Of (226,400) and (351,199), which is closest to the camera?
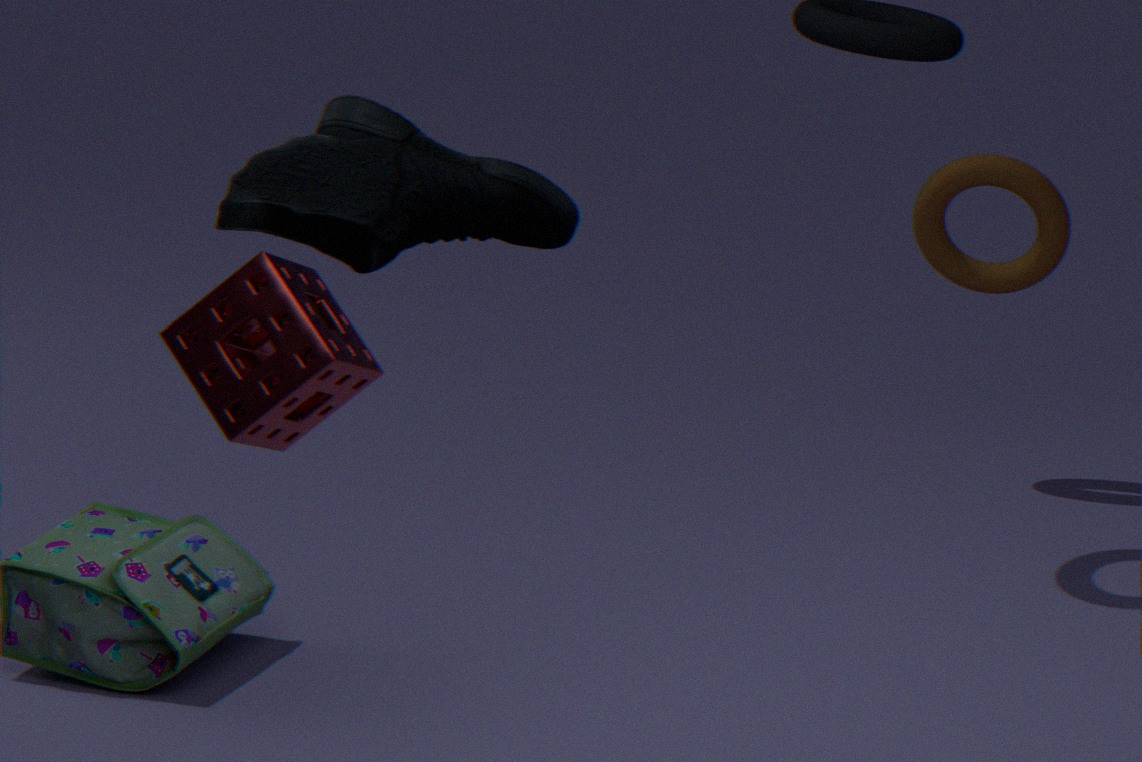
(351,199)
